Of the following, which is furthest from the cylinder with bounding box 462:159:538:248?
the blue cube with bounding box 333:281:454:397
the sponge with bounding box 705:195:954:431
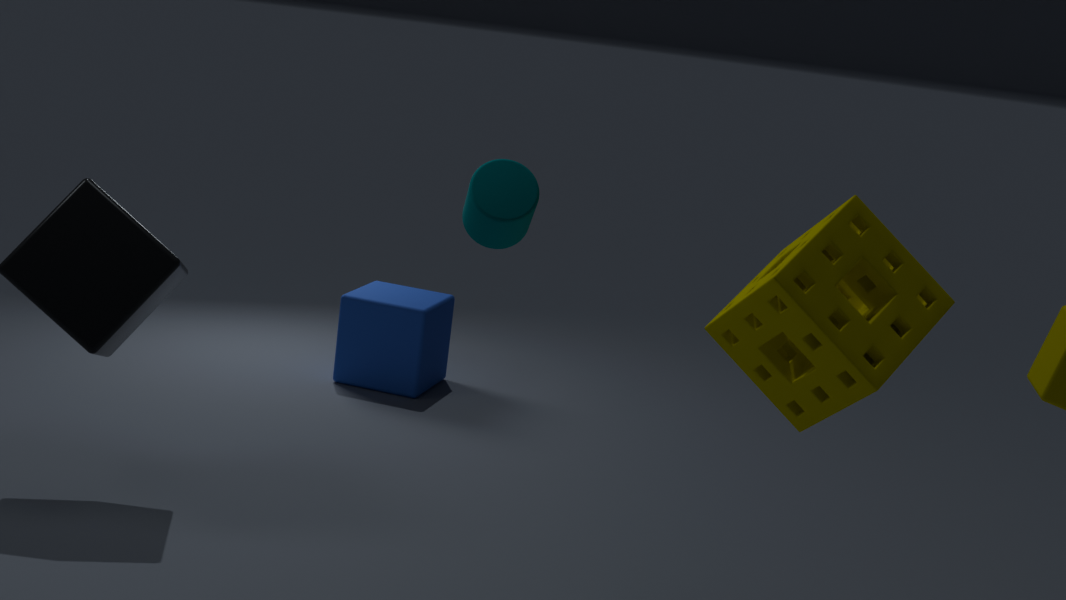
the blue cube with bounding box 333:281:454:397
